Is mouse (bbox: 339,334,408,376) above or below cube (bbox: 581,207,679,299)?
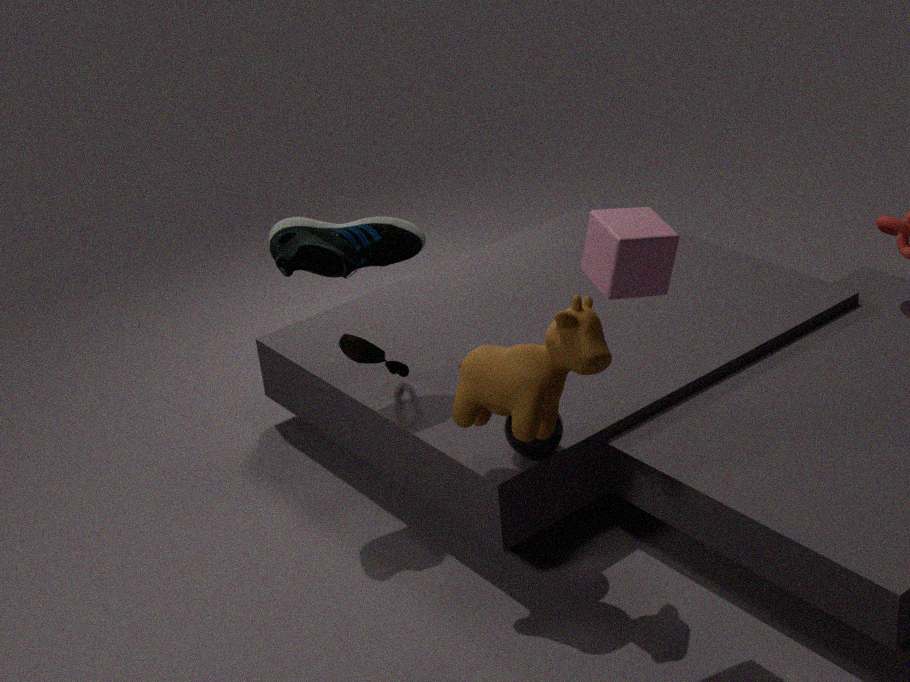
below
